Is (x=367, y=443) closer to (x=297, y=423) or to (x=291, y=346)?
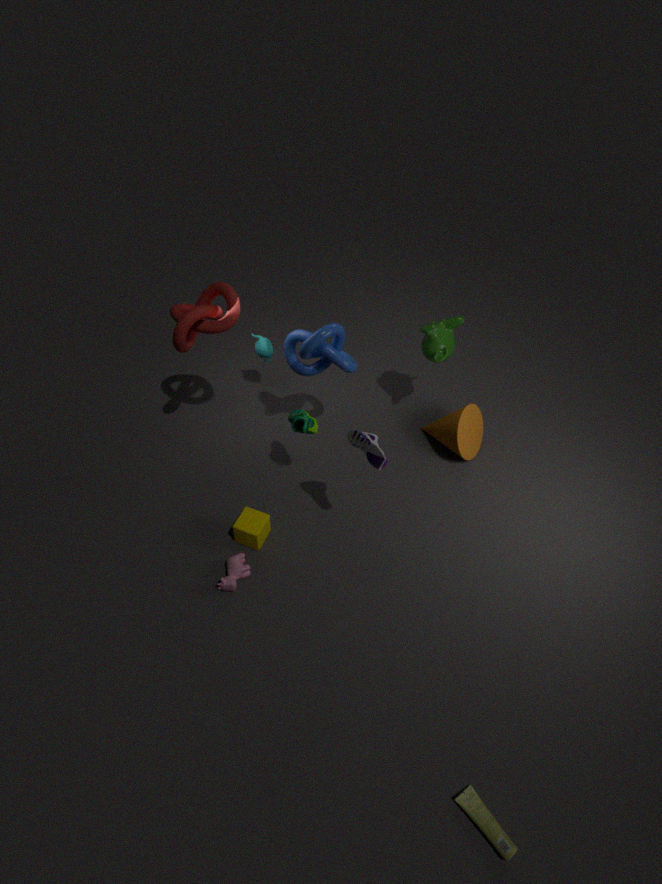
(x=297, y=423)
